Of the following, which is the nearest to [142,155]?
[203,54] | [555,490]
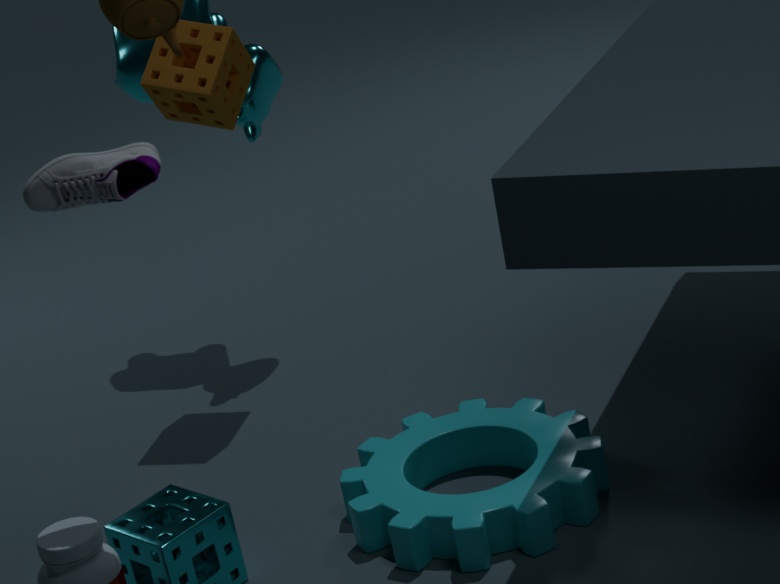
[203,54]
